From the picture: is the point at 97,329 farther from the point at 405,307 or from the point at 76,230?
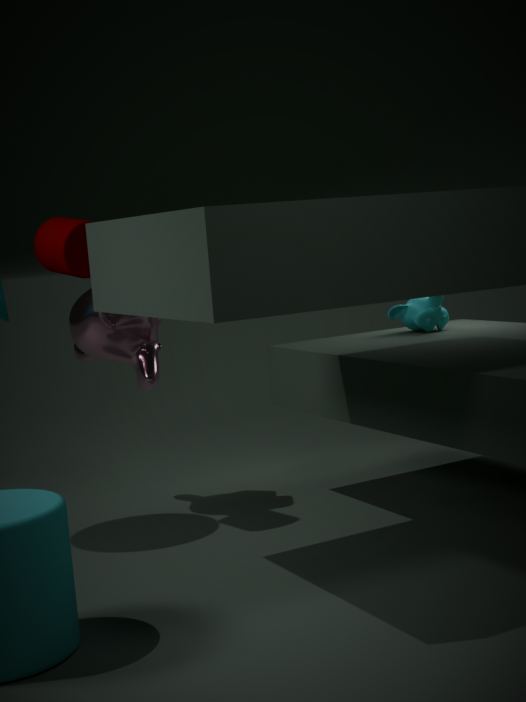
the point at 405,307
